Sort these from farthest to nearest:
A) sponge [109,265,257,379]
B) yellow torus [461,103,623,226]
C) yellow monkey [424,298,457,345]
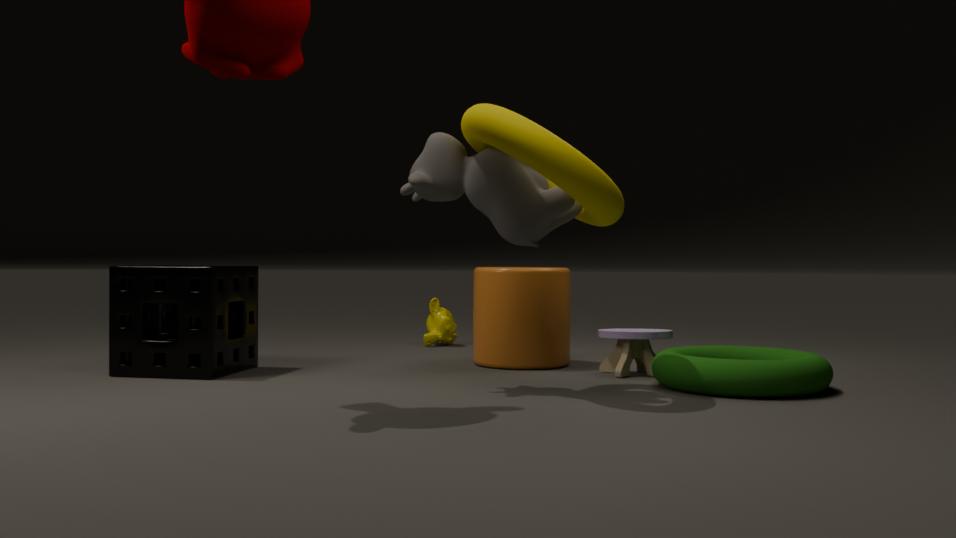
yellow monkey [424,298,457,345], sponge [109,265,257,379], yellow torus [461,103,623,226]
